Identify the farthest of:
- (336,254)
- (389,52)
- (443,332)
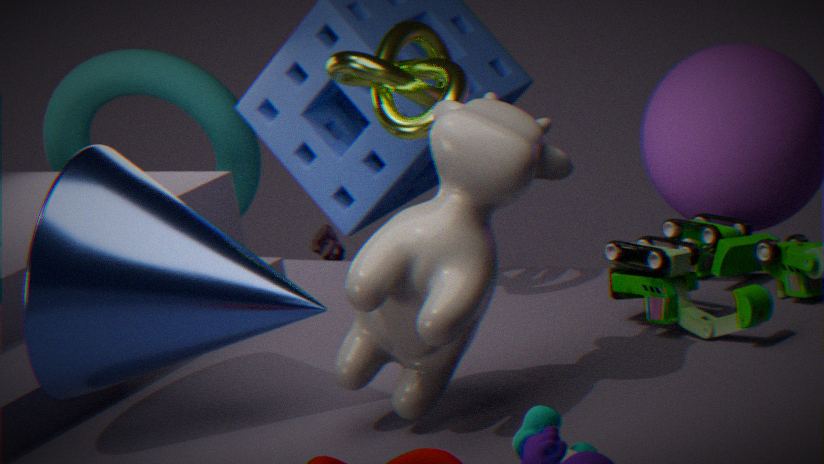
(336,254)
